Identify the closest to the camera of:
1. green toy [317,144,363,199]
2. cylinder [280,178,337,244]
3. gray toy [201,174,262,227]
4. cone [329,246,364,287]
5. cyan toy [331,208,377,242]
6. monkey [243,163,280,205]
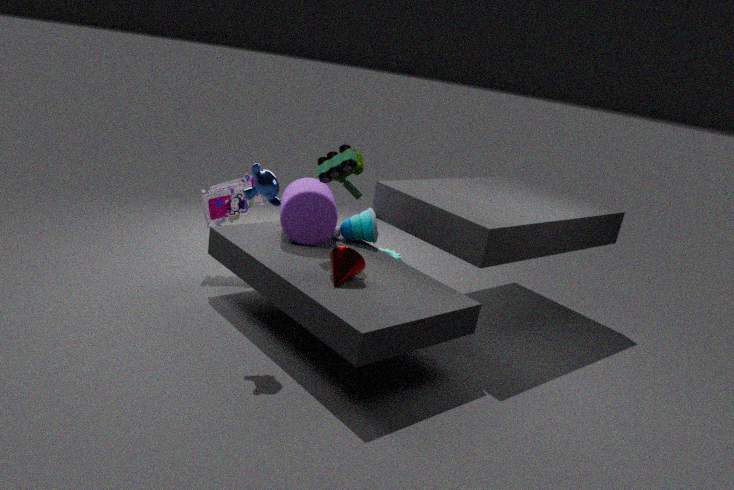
monkey [243,163,280,205]
